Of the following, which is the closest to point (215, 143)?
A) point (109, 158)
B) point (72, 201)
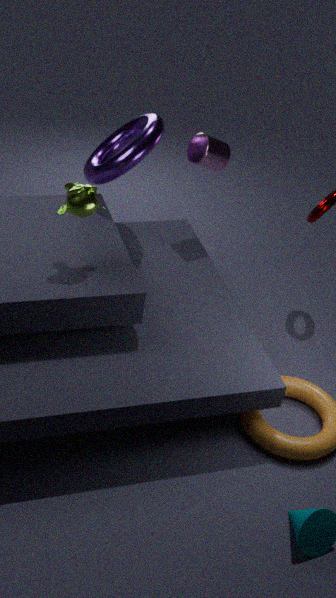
point (109, 158)
